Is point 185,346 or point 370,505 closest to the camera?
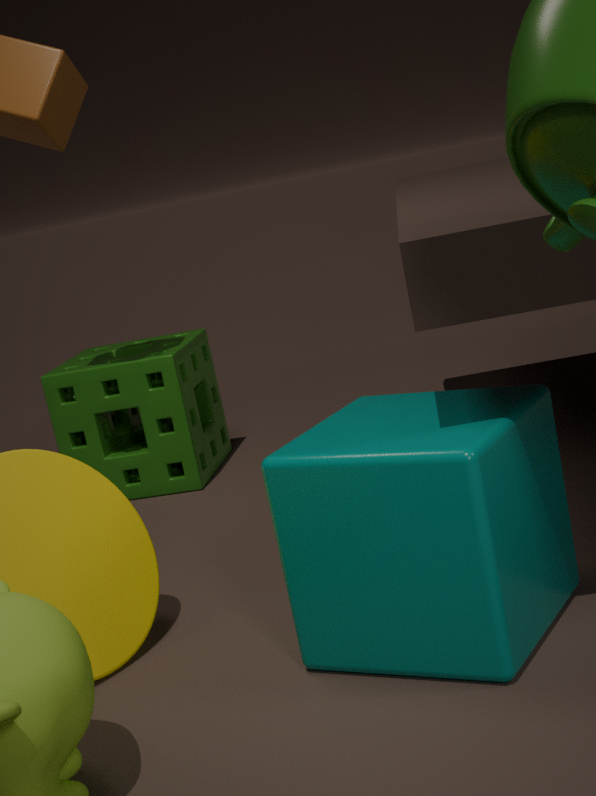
point 370,505
